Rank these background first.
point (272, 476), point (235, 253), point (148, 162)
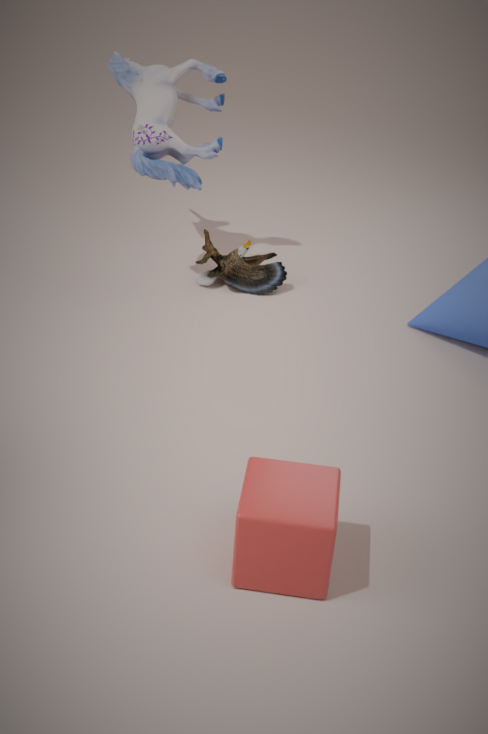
1. point (235, 253)
2. point (148, 162)
3. point (272, 476)
